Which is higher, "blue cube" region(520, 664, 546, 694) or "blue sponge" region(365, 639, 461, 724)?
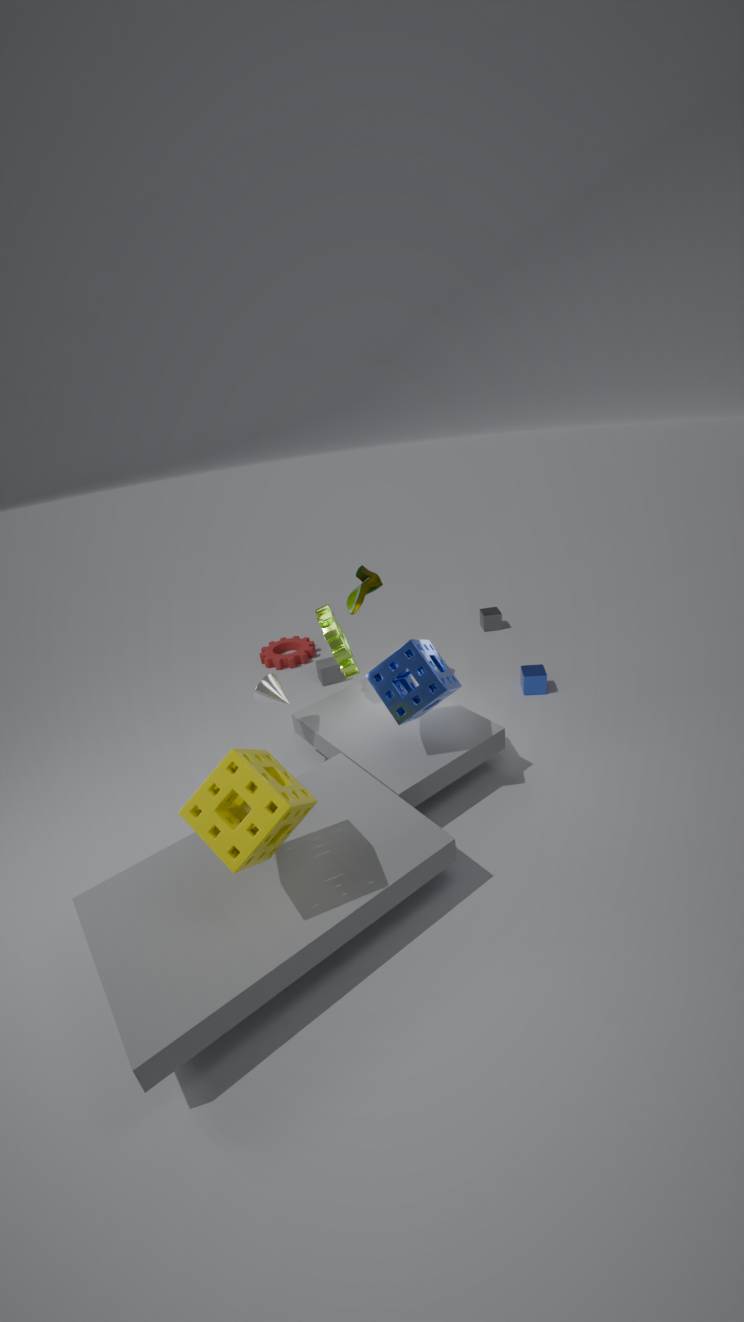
"blue sponge" region(365, 639, 461, 724)
